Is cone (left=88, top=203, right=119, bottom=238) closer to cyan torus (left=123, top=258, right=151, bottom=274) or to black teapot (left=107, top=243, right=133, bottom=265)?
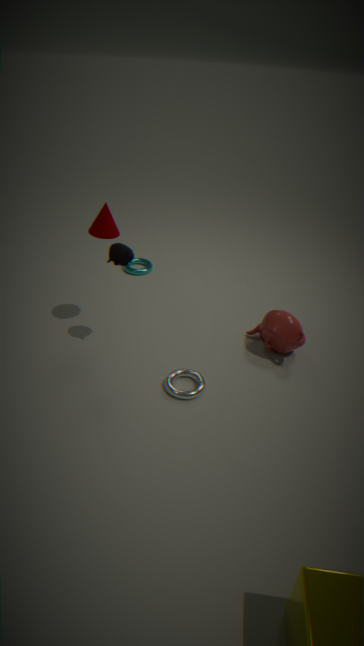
black teapot (left=107, top=243, right=133, bottom=265)
